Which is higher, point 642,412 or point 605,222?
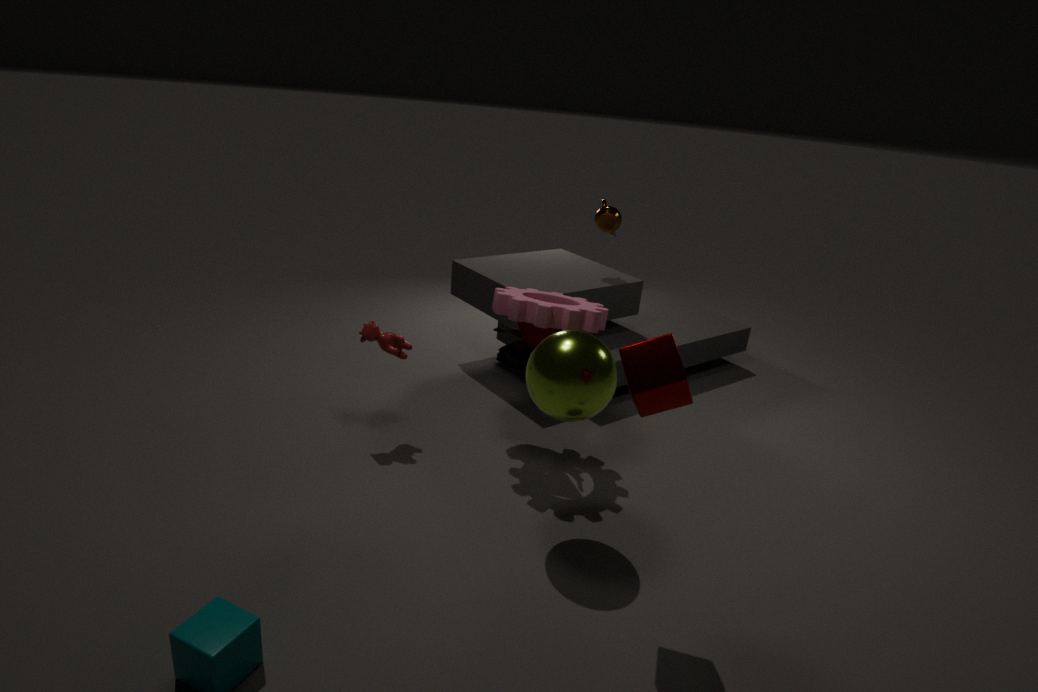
point 605,222
